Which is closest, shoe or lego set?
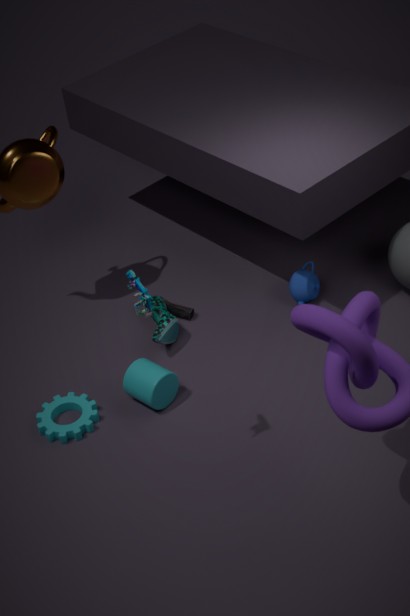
lego set
